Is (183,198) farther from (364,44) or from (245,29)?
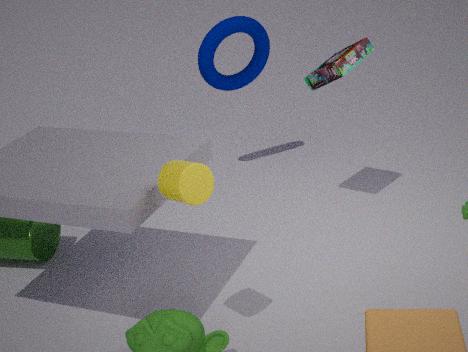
(245,29)
